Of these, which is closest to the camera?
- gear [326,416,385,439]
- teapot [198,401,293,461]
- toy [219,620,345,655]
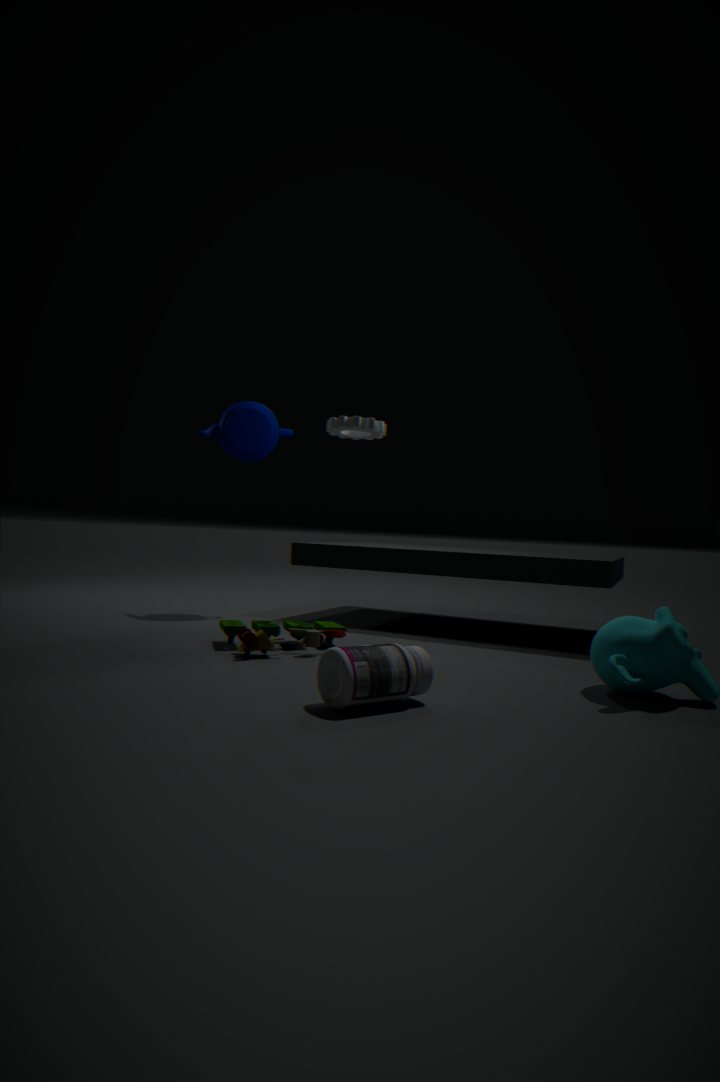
toy [219,620,345,655]
